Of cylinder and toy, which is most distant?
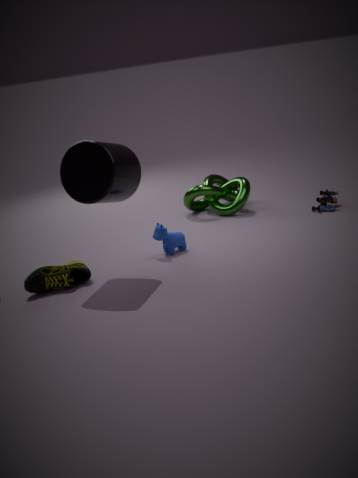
toy
